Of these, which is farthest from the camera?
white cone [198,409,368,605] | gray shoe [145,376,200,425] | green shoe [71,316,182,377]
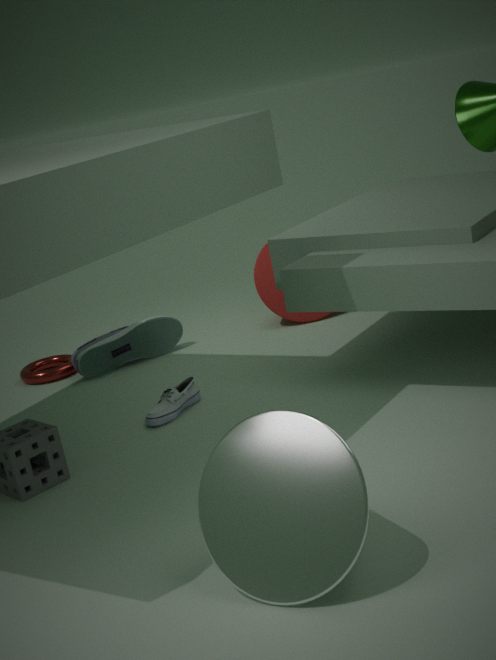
green shoe [71,316,182,377]
